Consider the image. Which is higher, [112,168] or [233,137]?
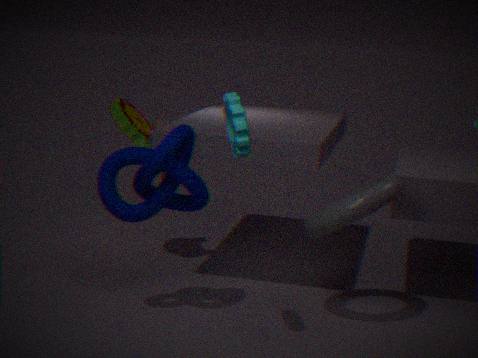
[233,137]
